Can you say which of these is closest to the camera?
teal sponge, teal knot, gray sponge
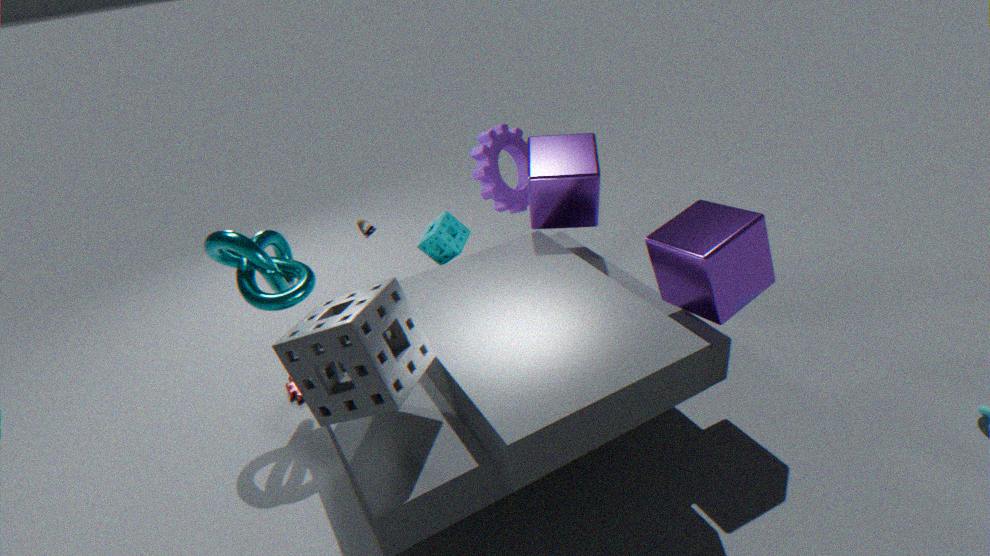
gray sponge
